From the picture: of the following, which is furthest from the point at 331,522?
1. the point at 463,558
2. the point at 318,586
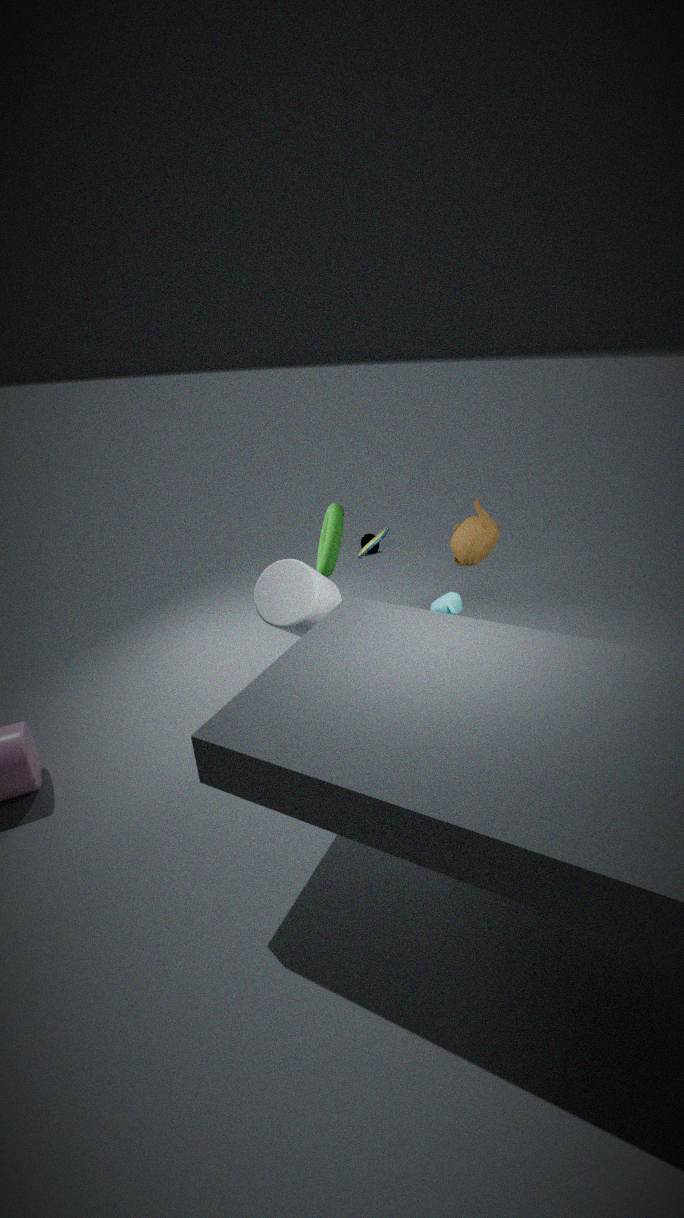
the point at 318,586
